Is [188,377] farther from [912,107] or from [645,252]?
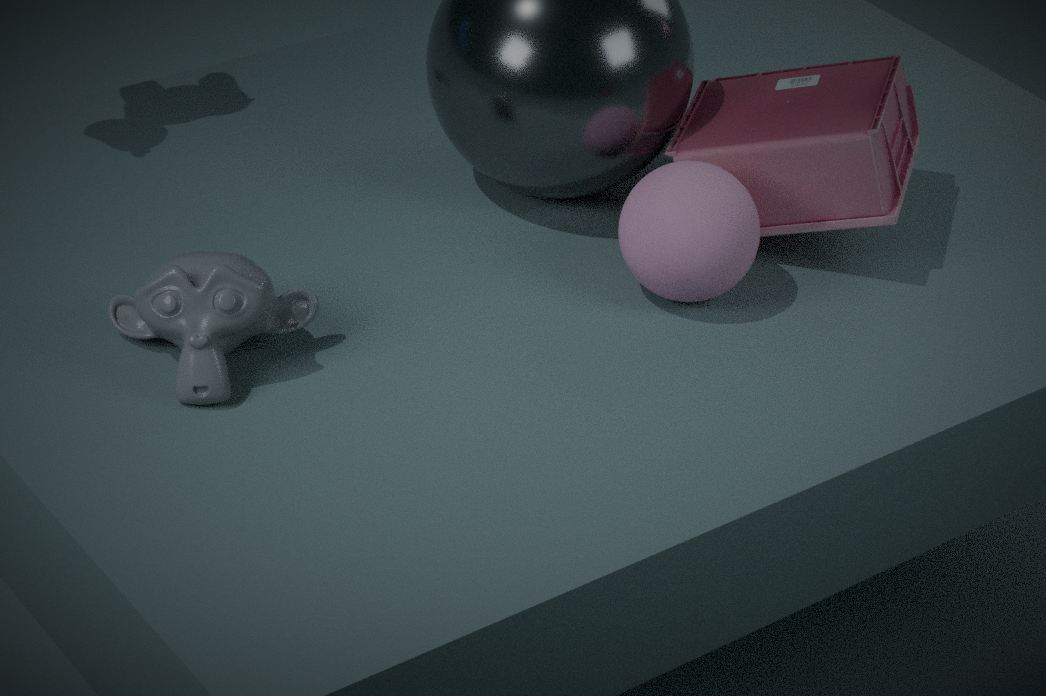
[912,107]
